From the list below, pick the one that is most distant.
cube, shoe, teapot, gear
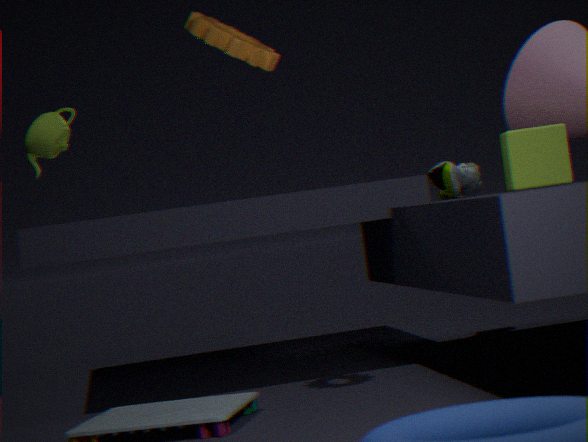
shoe
